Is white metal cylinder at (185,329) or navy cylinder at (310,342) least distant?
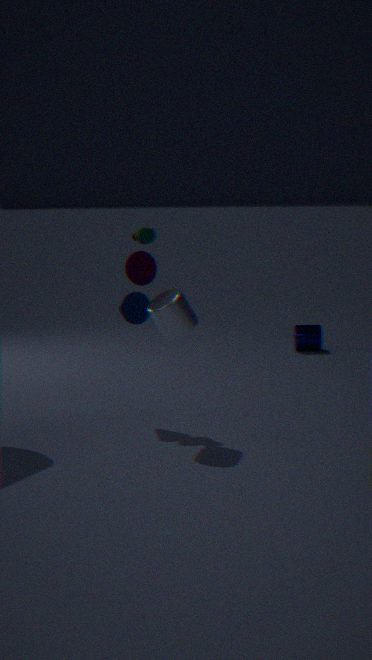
white metal cylinder at (185,329)
